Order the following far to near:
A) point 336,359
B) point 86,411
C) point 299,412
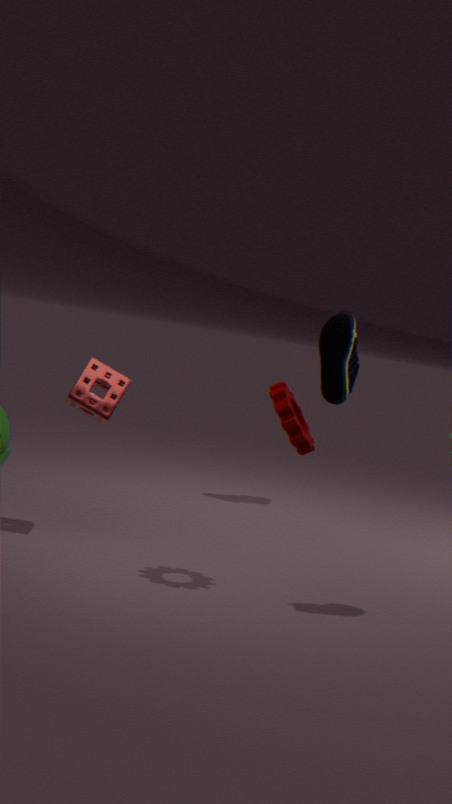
1. point 336,359
2. point 86,411
3. point 299,412
